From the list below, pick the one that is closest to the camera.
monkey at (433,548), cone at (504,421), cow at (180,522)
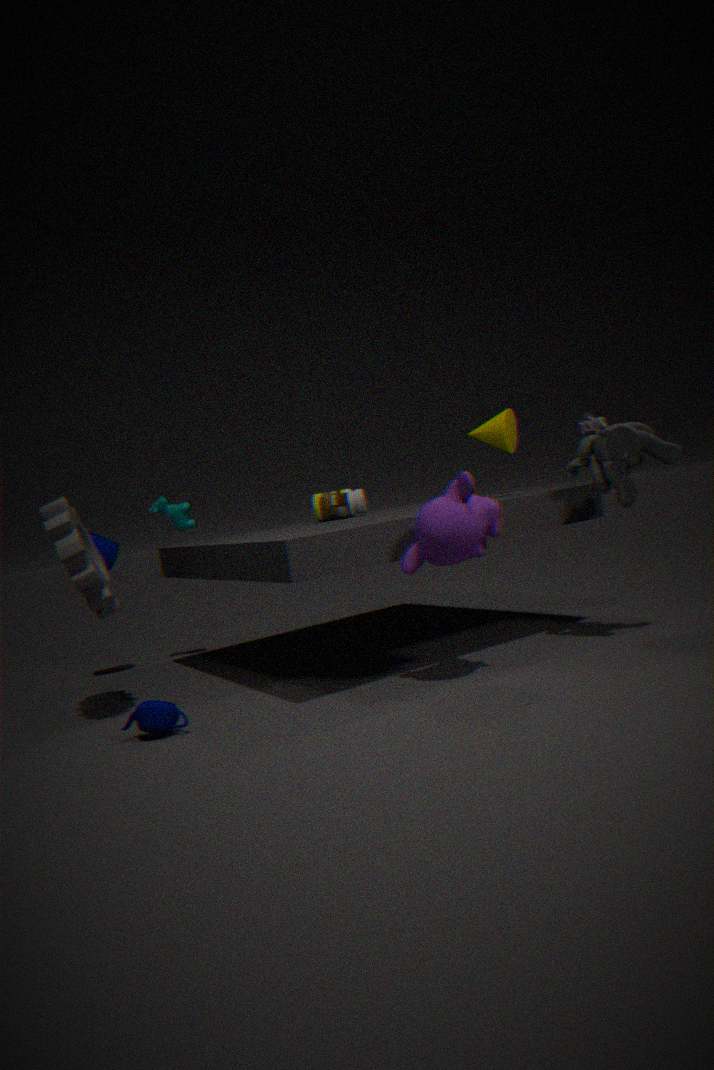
monkey at (433,548)
